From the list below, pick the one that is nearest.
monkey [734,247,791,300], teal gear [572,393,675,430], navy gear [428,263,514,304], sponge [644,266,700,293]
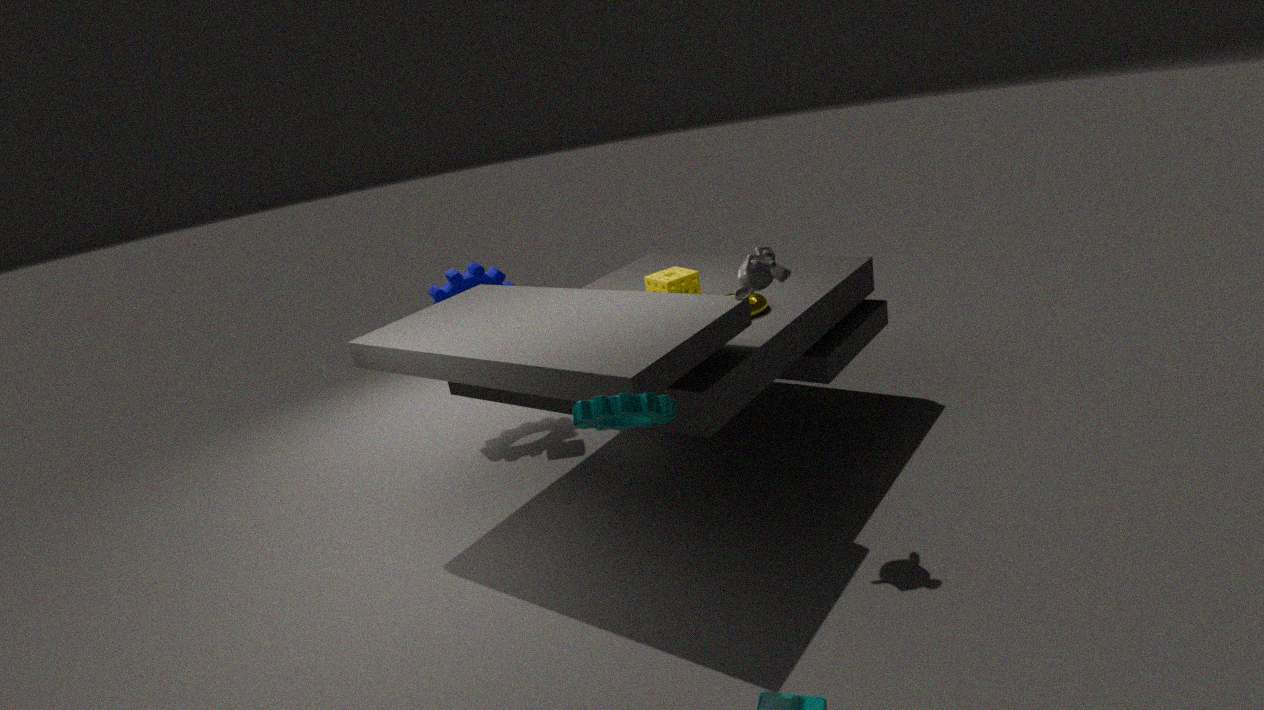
teal gear [572,393,675,430]
